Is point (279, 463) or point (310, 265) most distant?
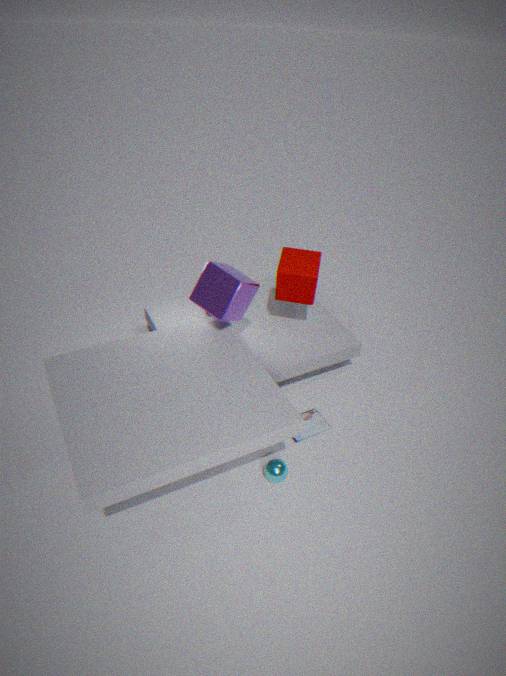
point (310, 265)
